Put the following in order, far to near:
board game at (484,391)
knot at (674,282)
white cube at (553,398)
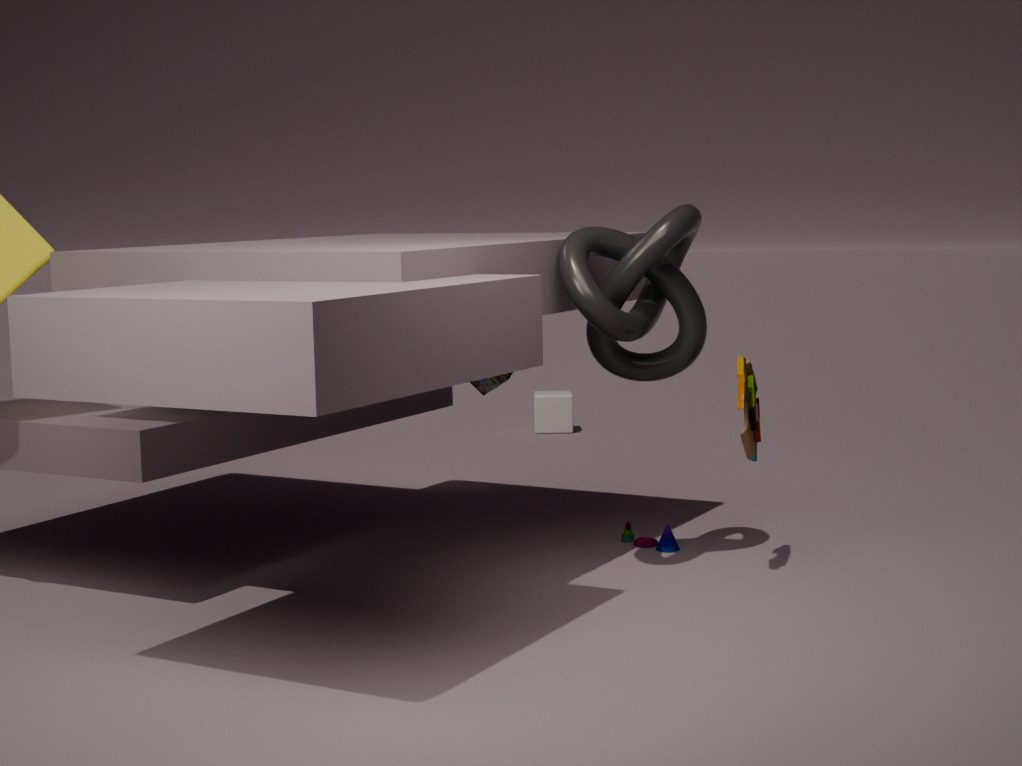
white cube at (553,398)
board game at (484,391)
knot at (674,282)
